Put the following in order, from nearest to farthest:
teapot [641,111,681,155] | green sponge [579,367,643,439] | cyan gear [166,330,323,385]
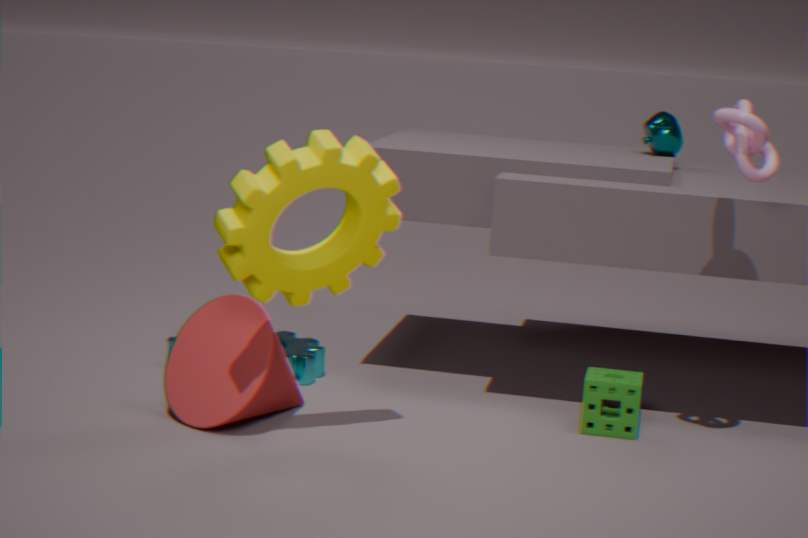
green sponge [579,367,643,439] → cyan gear [166,330,323,385] → teapot [641,111,681,155]
